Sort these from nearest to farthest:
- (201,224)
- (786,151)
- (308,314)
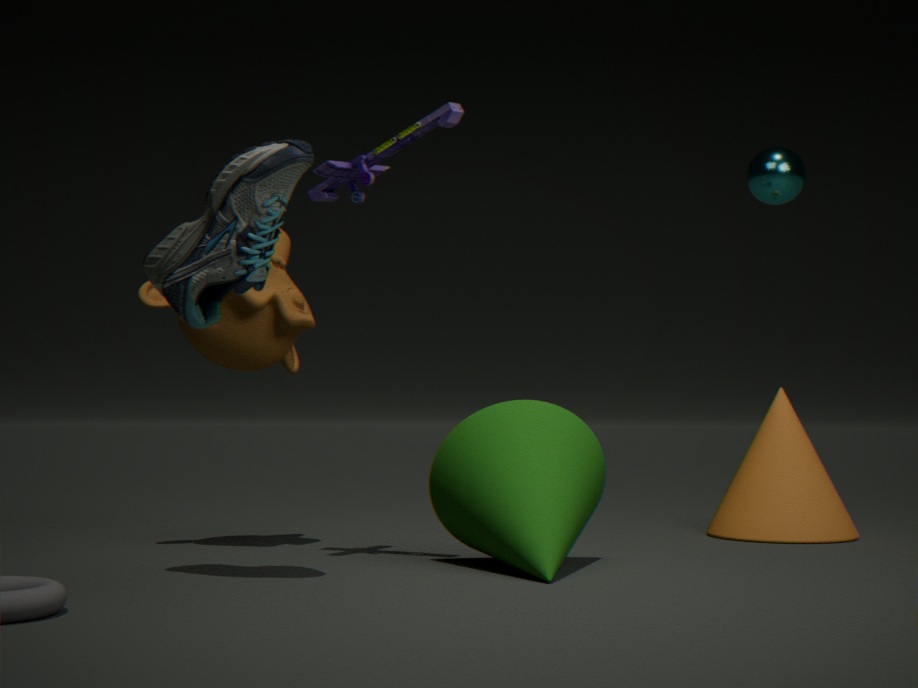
(201,224) < (308,314) < (786,151)
